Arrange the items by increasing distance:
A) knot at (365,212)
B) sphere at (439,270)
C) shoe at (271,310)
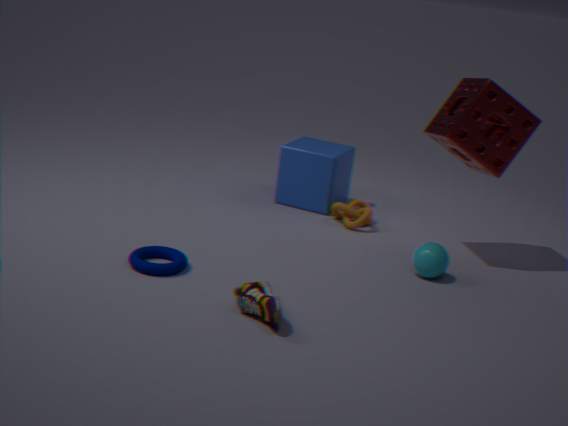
shoe at (271,310) → sphere at (439,270) → knot at (365,212)
